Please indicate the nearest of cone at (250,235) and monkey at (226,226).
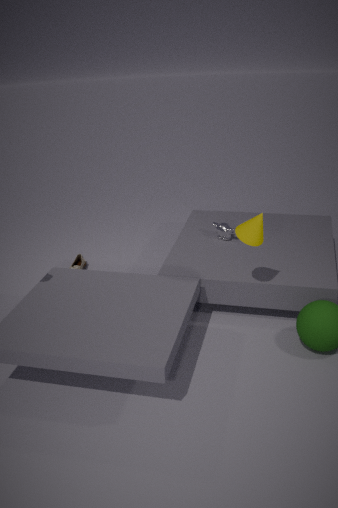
cone at (250,235)
